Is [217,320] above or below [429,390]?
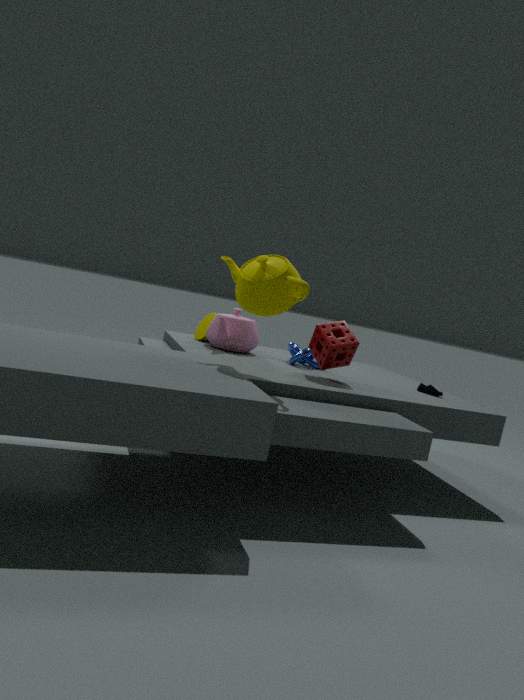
above
